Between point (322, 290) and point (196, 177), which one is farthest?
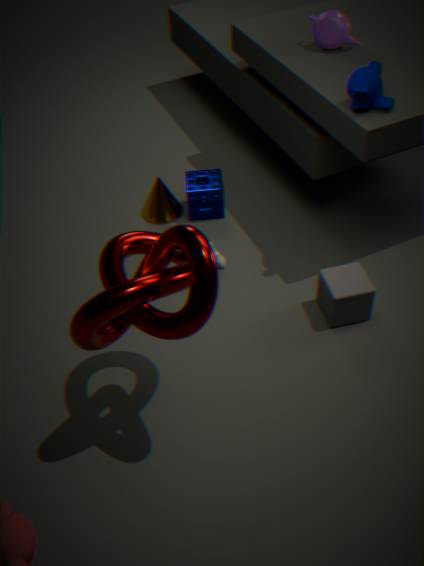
point (196, 177)
